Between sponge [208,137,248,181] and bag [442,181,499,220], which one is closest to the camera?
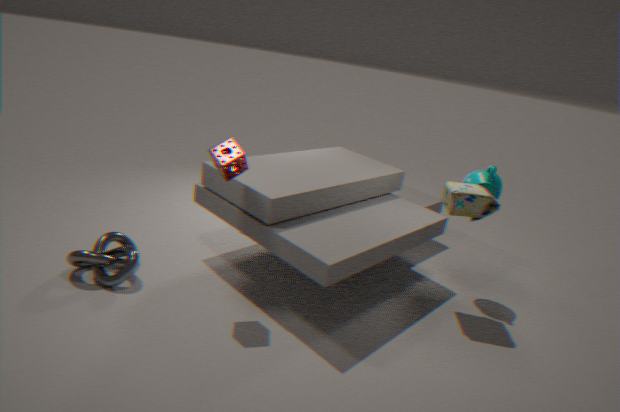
sponge [208,137,248,181]
